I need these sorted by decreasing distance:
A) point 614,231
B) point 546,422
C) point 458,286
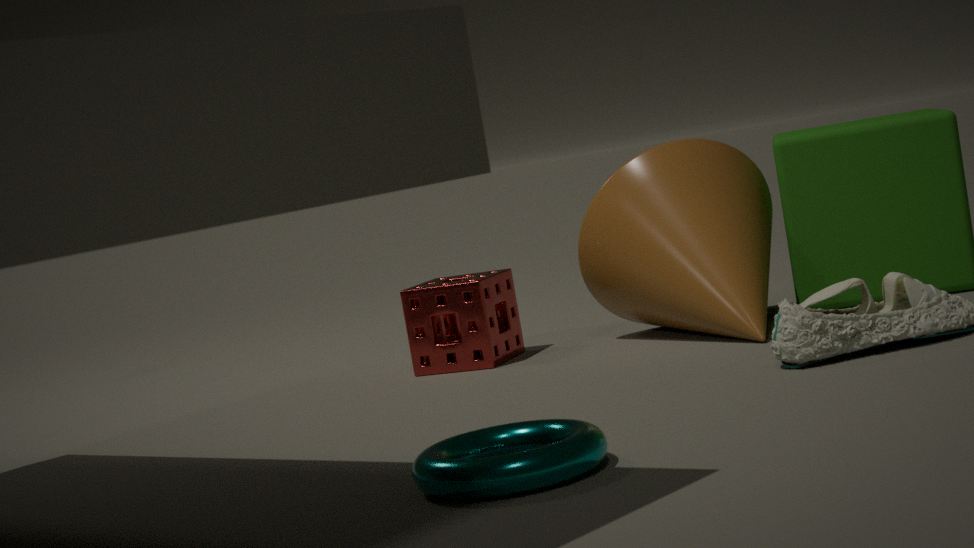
A: point 458,286
point 614,231
point 546,422
